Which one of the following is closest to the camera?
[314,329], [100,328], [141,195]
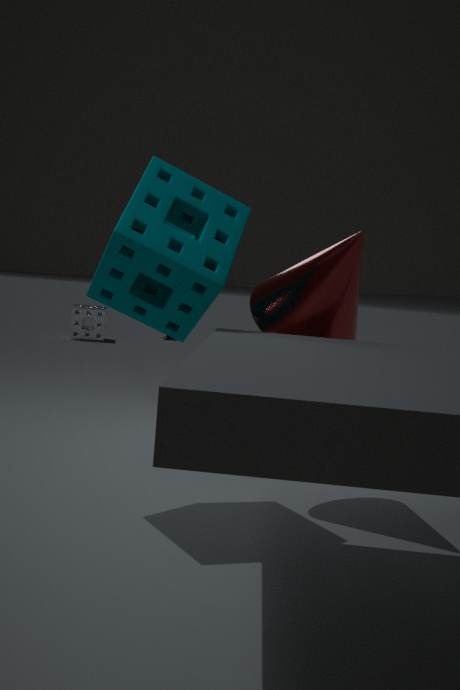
[141,195]
